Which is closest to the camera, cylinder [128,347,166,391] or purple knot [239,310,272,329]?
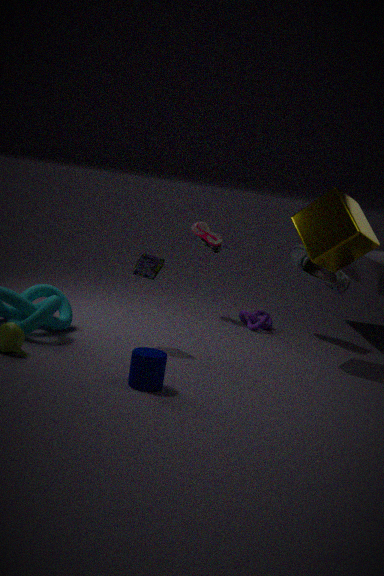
cylinder [128,347,166,391]
